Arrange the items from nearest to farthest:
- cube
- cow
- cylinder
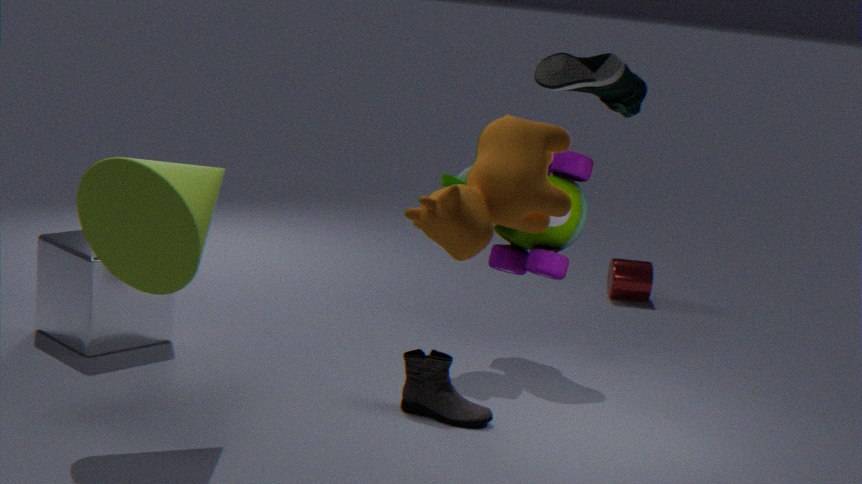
cow → cube → cylinder
